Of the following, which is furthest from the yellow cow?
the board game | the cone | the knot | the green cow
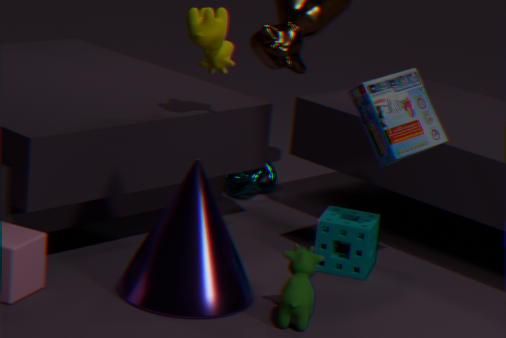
the knot
